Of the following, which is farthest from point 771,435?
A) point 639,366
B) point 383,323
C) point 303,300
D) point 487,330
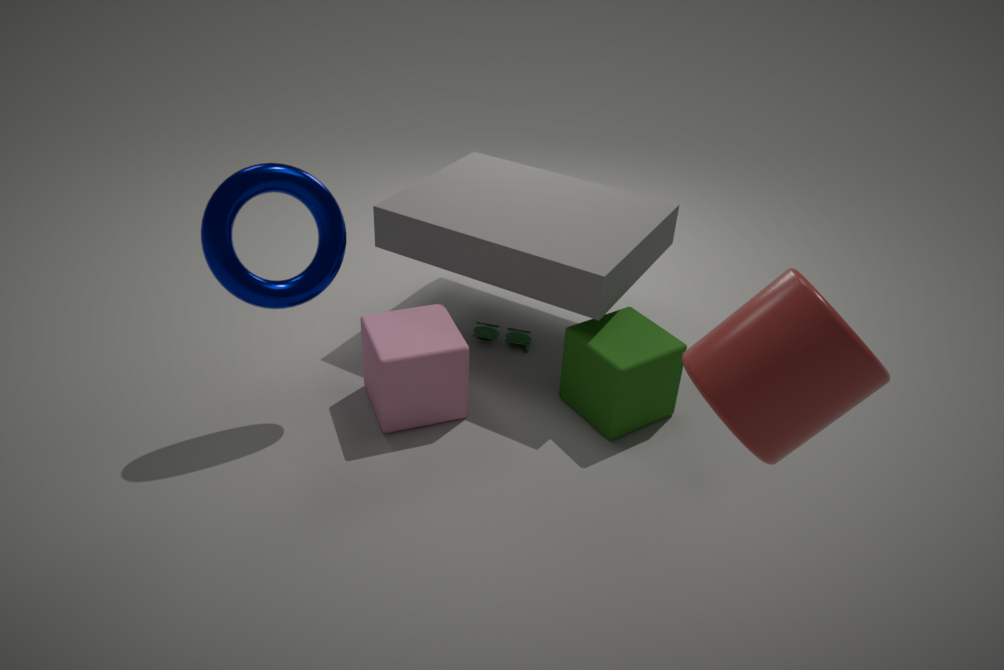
point 487,330
